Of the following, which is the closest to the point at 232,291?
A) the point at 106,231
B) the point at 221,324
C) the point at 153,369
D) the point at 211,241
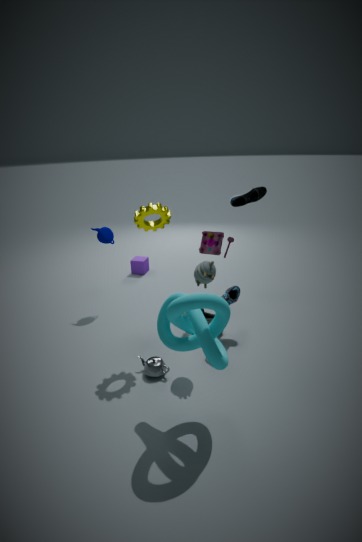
the point at 211,241
